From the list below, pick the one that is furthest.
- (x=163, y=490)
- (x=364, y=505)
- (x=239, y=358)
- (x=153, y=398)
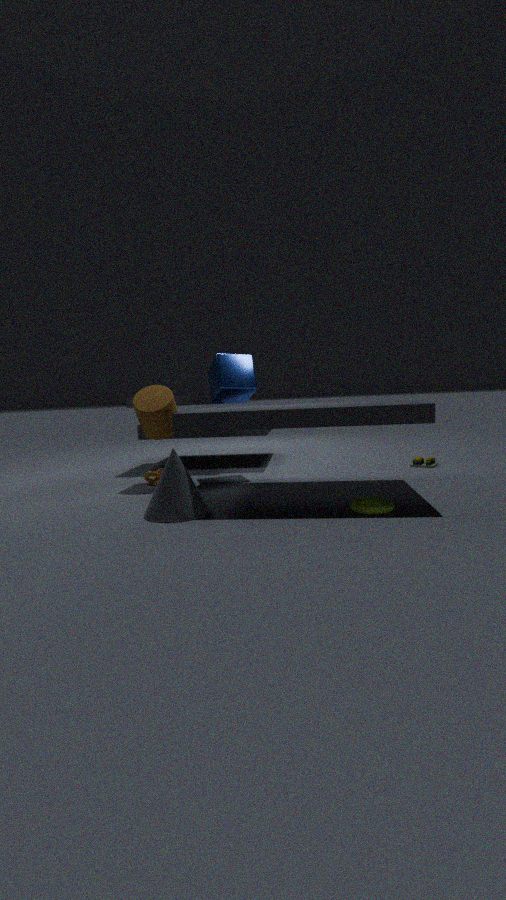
(x=239, y=358)
